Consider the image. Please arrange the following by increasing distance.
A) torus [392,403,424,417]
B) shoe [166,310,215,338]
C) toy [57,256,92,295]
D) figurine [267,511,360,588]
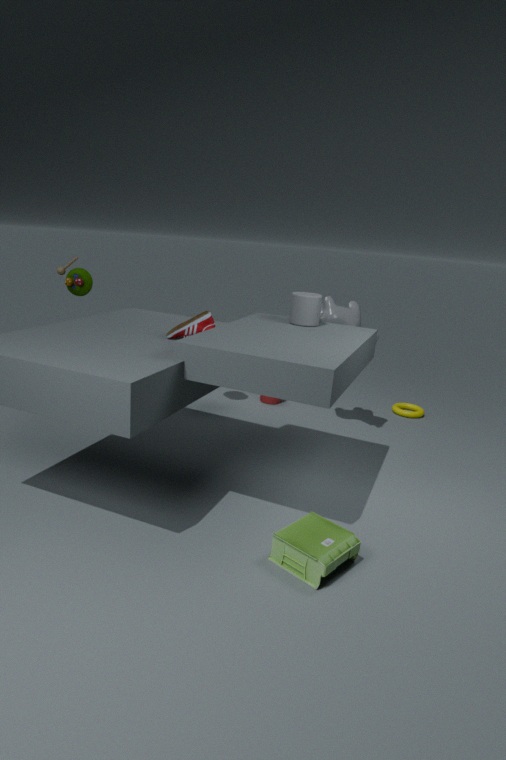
figurine [267,511,360,588]
shoe [166,310,215,338]
toy [57,256,92,295]
torus [392,403,424,417]
